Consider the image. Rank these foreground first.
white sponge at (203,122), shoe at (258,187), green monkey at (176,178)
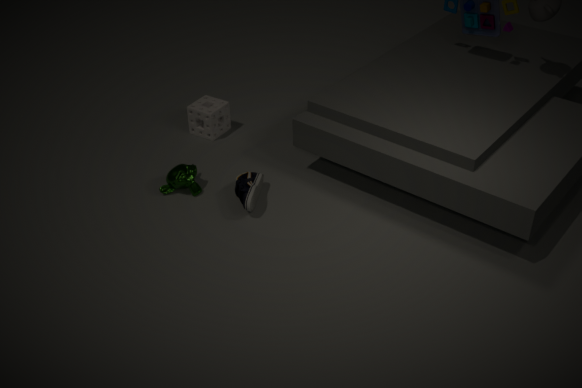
shoe at (258,187) < green monkey at (176,178) < white sponge at (203,122)
